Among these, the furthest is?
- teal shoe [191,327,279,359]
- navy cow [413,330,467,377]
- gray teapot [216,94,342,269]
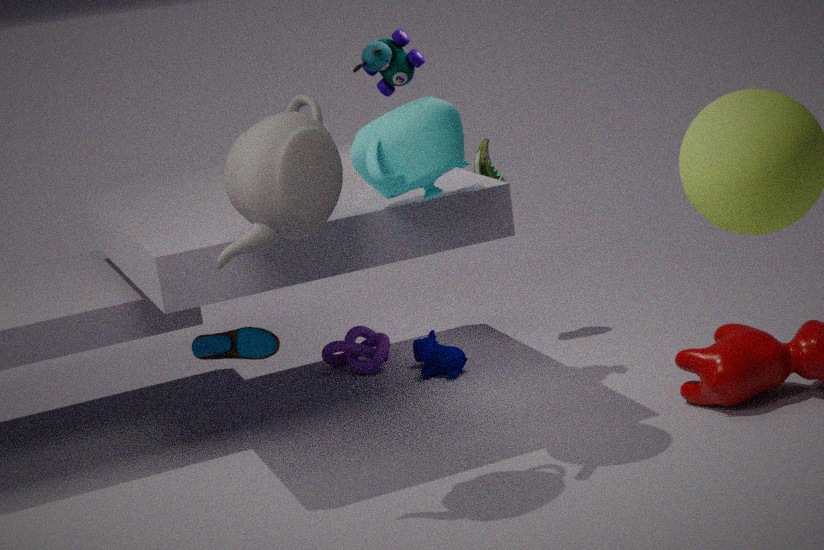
navy cow [413,330,467,377]
